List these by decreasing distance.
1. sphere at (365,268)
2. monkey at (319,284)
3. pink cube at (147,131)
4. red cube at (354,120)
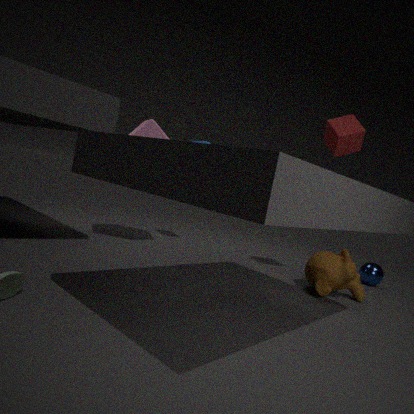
sphere at (365,268), pink cube at (147,131), red cube at (354,120), monkey at (319,284)
